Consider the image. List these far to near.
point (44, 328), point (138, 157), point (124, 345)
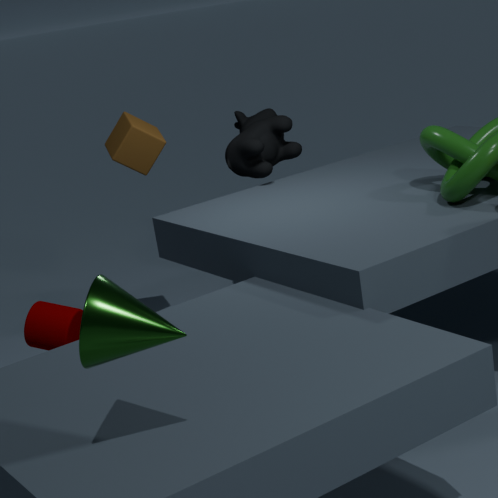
point (138, 157), point (44, 328), point (124, 345)
